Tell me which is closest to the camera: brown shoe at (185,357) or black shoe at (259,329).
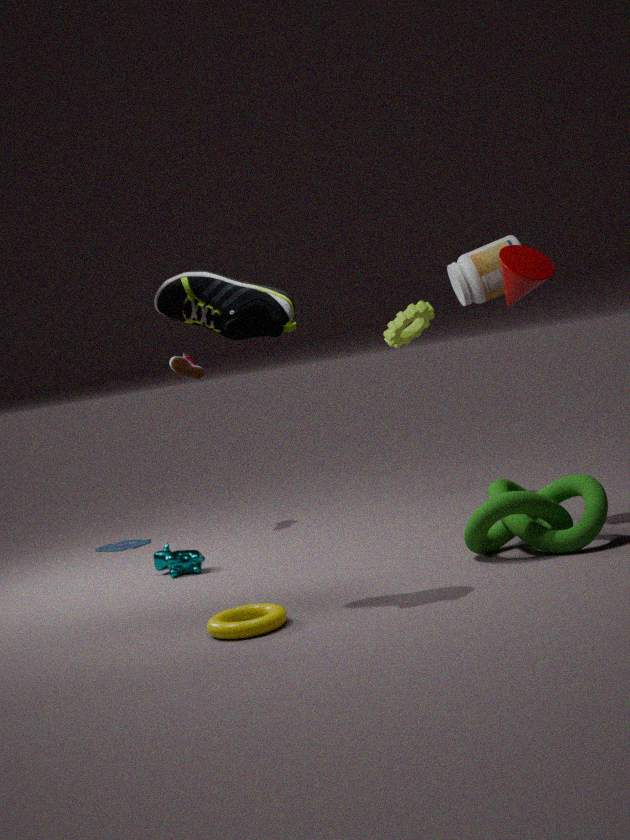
black shoe at (259,329)
